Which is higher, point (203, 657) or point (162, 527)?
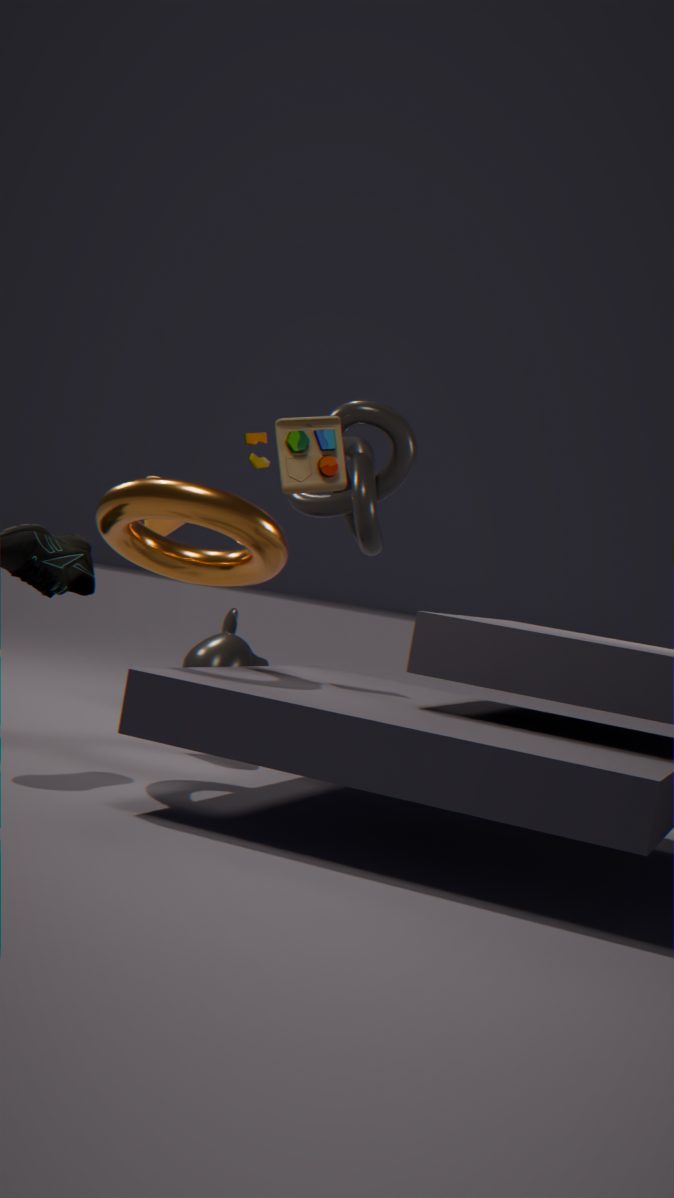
point (162, 527)
